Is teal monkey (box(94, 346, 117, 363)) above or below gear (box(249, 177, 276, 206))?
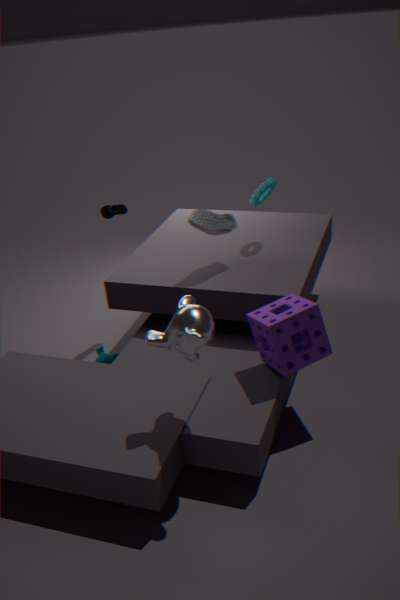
below
